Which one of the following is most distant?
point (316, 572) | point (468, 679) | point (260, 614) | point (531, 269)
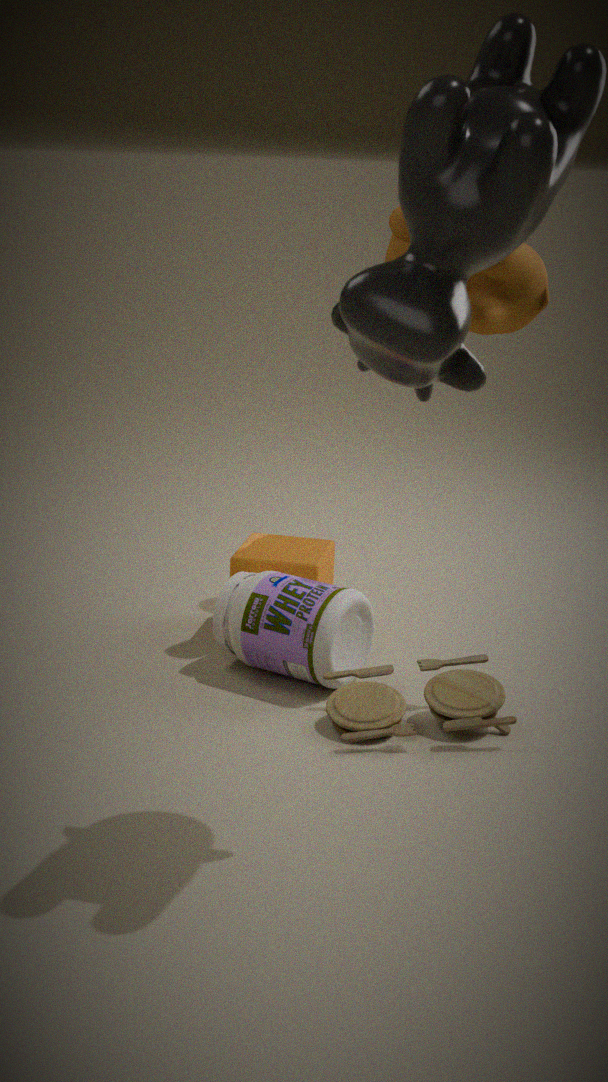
point (316, 572)
